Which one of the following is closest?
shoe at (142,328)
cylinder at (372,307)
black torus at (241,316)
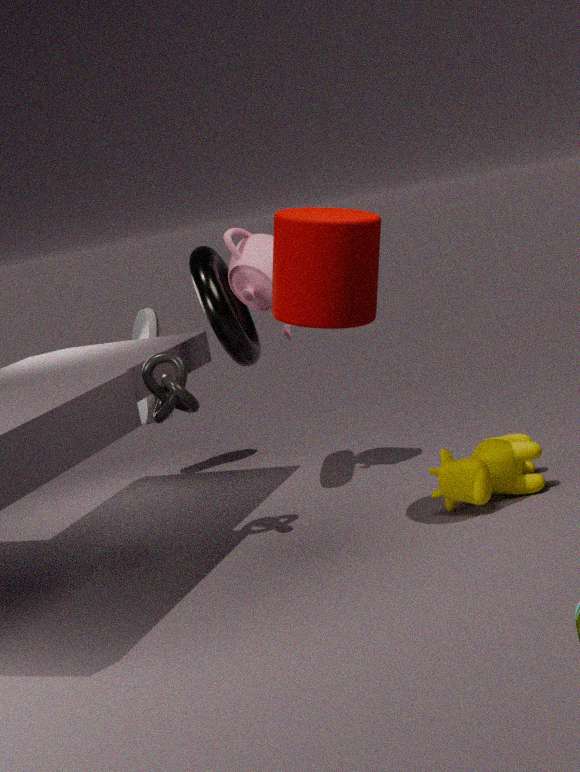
cylinder at (372,307)
